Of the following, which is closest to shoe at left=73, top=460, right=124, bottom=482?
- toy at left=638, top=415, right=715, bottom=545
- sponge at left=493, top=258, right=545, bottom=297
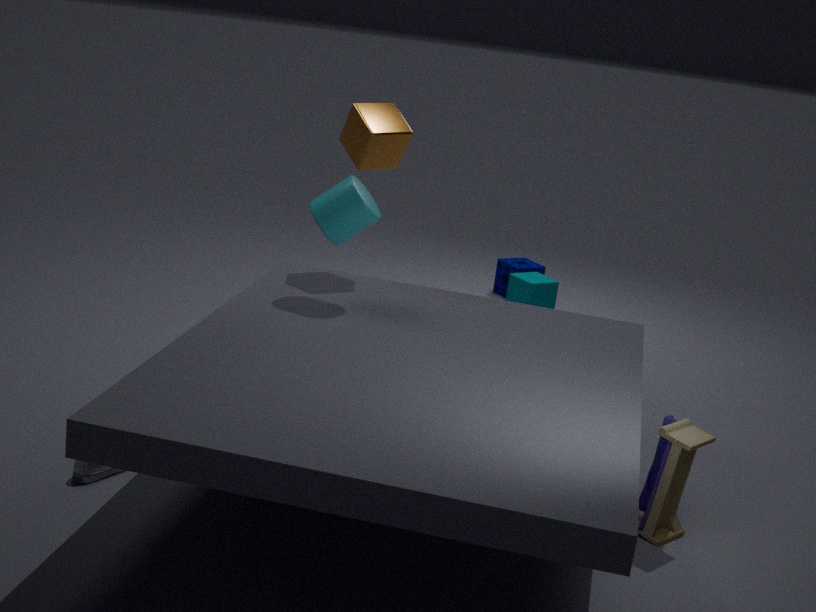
toy at left=638, top=415, right=715, bottom=545
